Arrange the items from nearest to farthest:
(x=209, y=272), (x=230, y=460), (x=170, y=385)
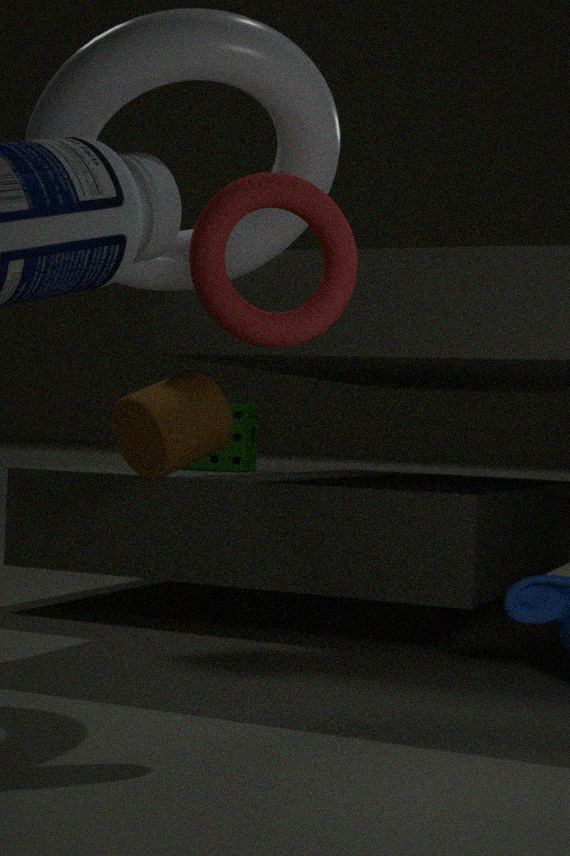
(x=209, y=272)
(x=170, y=385)
(x=230, y=460)
